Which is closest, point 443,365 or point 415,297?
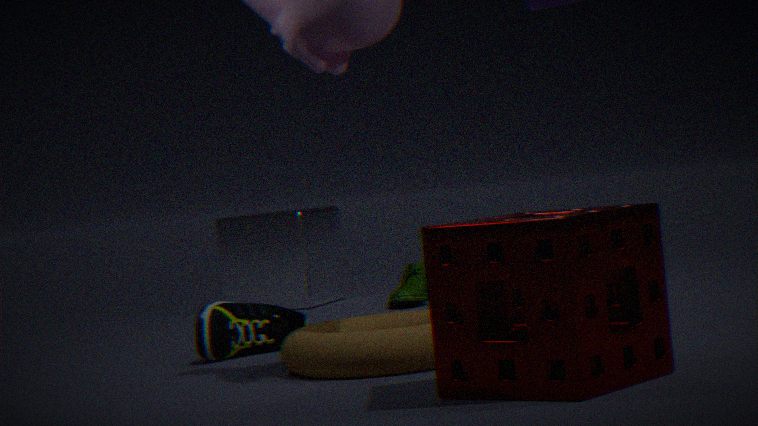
point 443,365
